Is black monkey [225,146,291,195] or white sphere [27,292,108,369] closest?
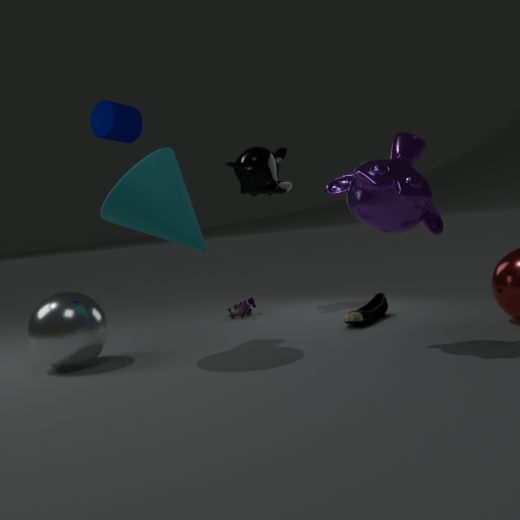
white sphere [27,292,108,369]
